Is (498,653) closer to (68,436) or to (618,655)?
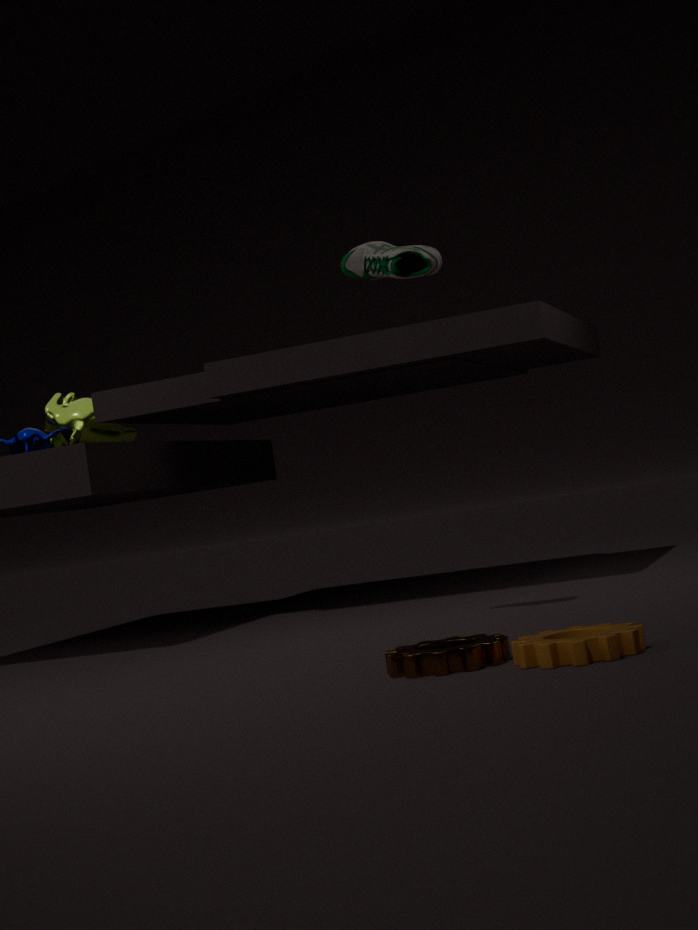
(618,655)
